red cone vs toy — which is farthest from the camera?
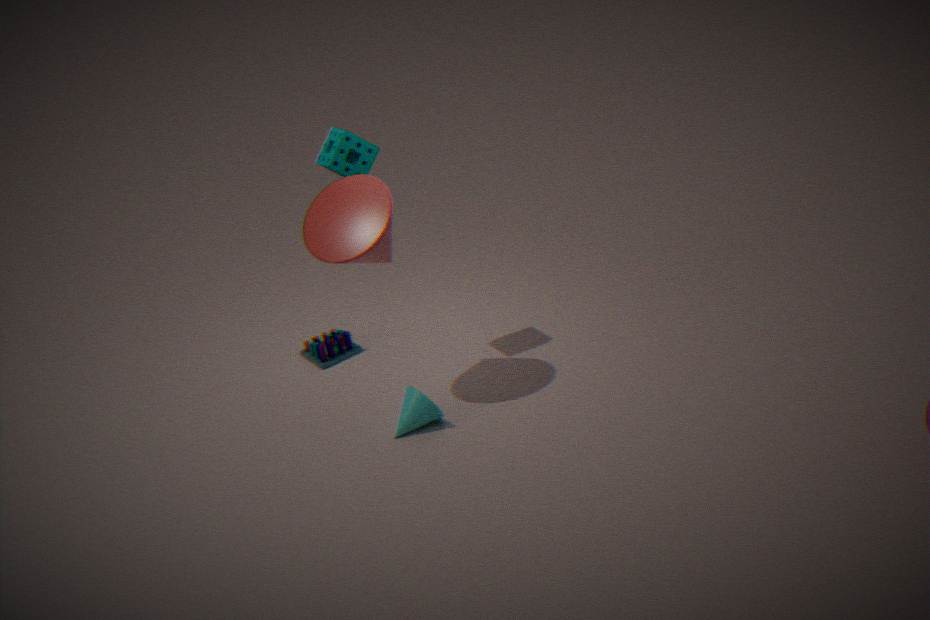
toy
